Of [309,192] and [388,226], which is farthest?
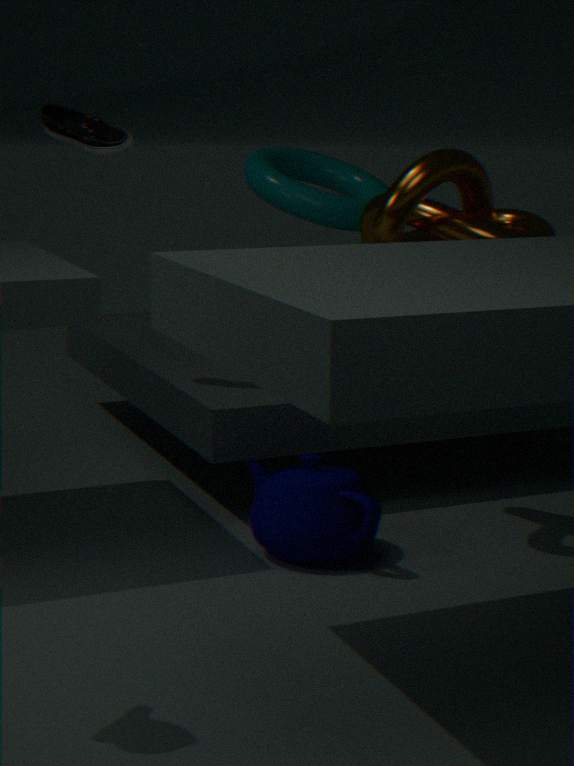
[309,192]
